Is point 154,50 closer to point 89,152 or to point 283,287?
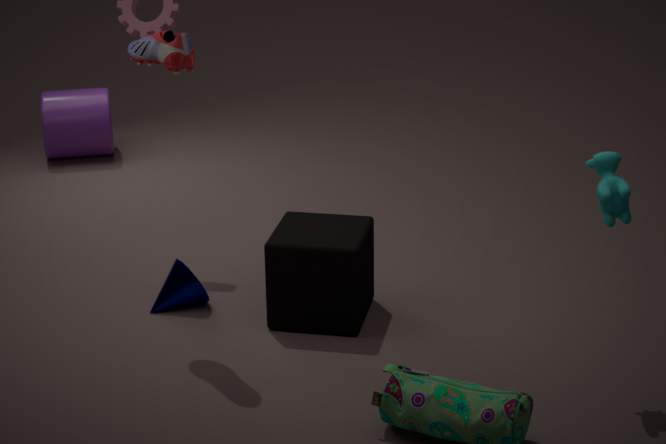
point 283,287
